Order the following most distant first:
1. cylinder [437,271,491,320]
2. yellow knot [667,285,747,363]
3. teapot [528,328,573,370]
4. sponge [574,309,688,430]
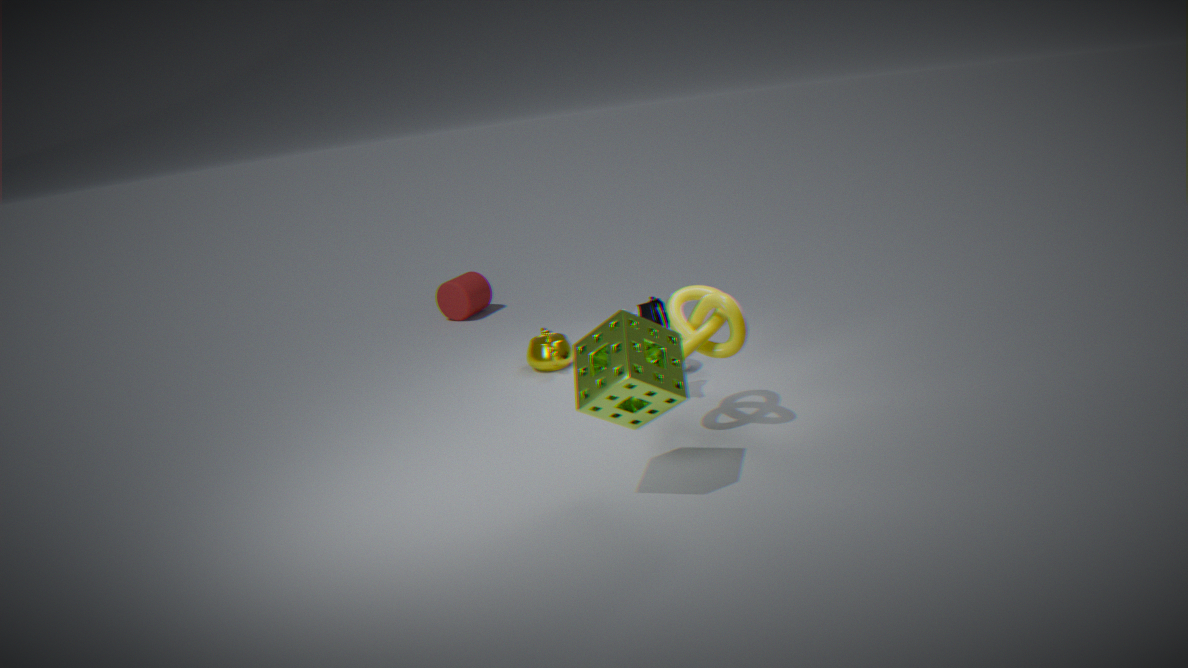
cylinder [437,271,491,320] < teapot [528,328,573,370] < yellow knot [667,285,747,363] < sponge [574,309,688,430]
